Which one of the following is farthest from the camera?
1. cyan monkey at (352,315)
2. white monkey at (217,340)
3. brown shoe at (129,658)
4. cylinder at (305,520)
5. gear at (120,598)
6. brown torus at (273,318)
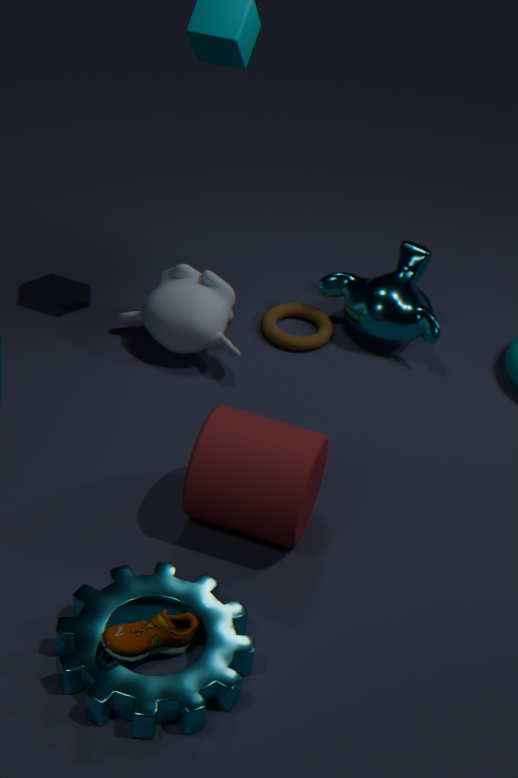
brown torus at (273,318)
